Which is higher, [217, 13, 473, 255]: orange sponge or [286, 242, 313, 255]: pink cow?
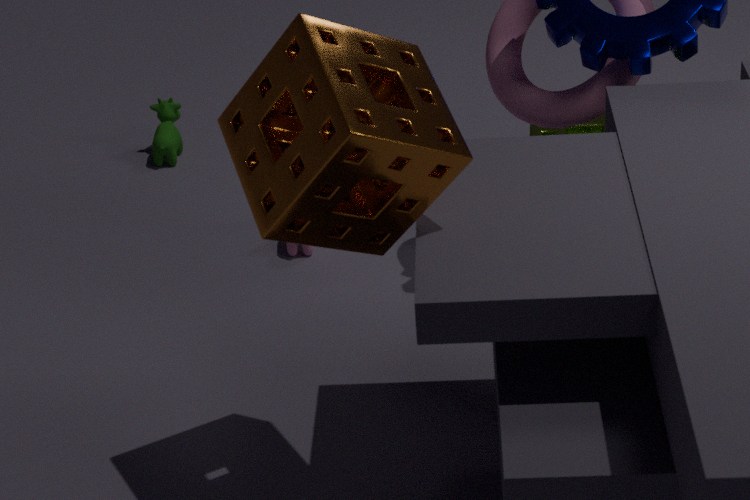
[217, 13, 473, 255]: orange sponge
